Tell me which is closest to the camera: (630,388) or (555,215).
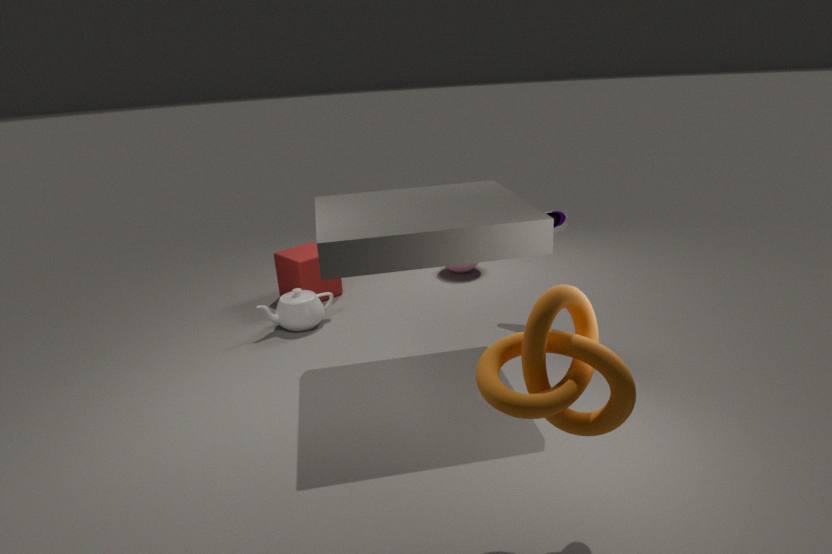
(630,388)
